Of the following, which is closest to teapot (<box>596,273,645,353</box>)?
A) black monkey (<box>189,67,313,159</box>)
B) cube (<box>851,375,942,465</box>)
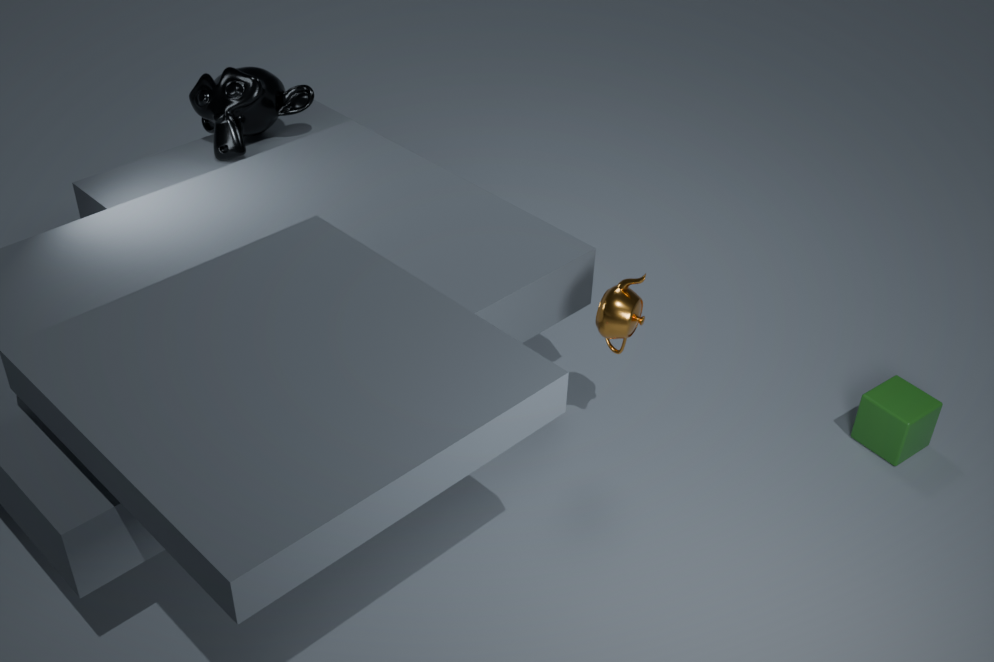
cube (<box>851,375,942,465</box>)
